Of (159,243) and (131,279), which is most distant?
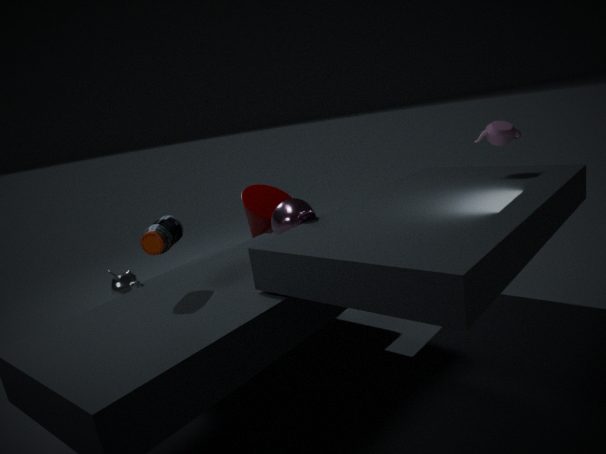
(131,279)
